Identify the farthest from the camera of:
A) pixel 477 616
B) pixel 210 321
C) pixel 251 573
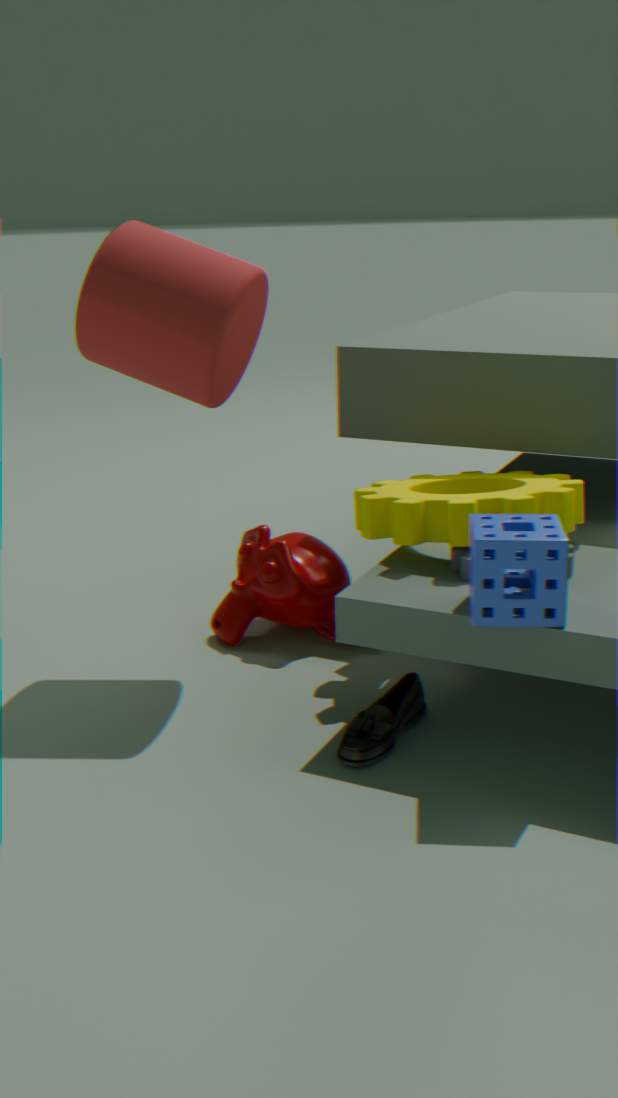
pixel 251 573
